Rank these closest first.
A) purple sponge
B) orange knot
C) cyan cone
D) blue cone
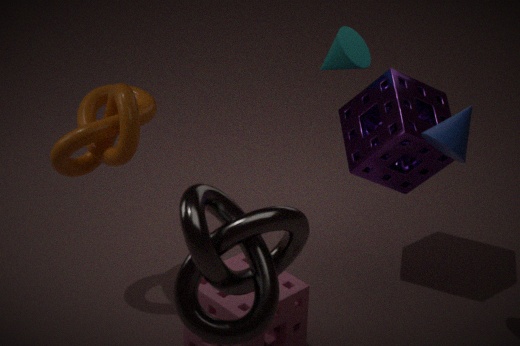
blue cone → orange knot → purple sponge → cyan cone
